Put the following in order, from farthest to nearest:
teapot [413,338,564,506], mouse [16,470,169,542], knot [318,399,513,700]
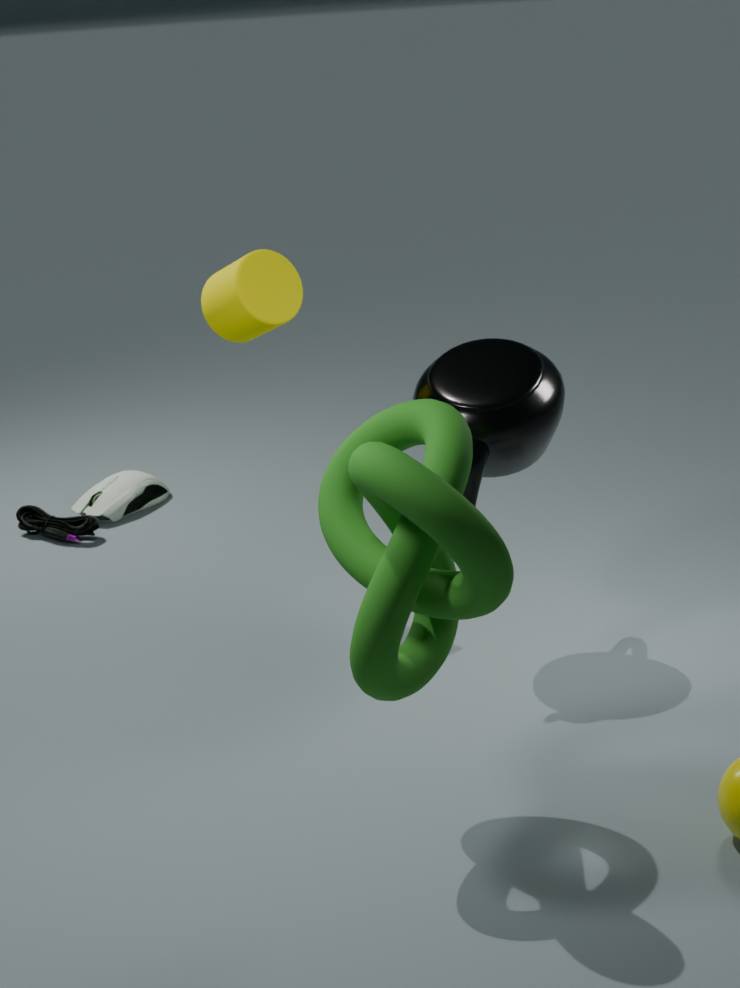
mouse [16,470,169,542] < teapot [413,338,564,506] < knot [318,399,513,700]
